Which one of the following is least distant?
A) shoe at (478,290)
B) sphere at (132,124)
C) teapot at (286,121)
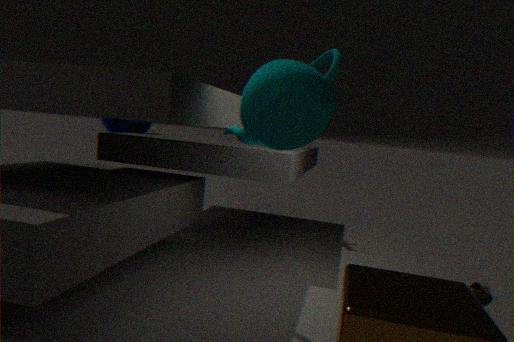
teapot at (286,121)
